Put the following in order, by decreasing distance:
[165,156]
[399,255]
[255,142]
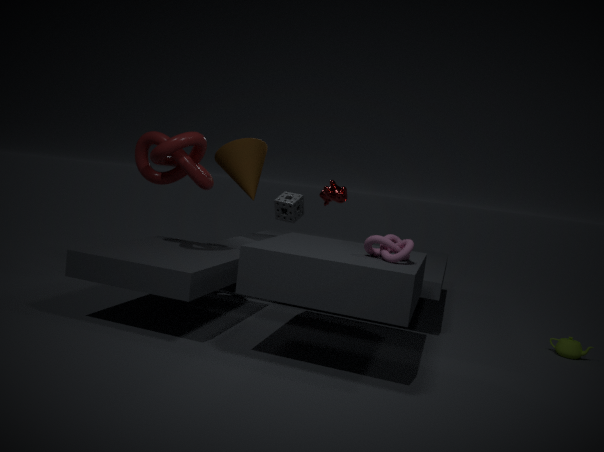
[255,142]
[165,156]
[399,255]
